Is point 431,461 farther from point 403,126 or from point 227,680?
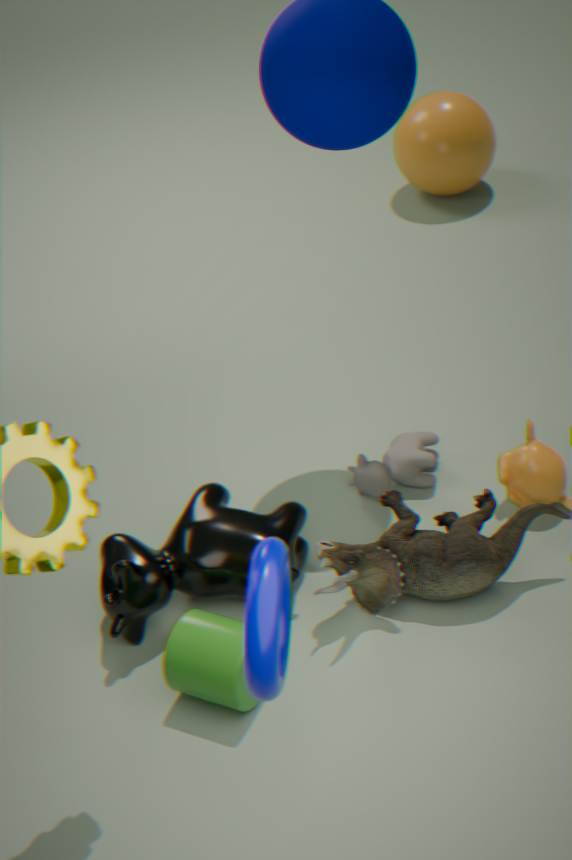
point 403,126
